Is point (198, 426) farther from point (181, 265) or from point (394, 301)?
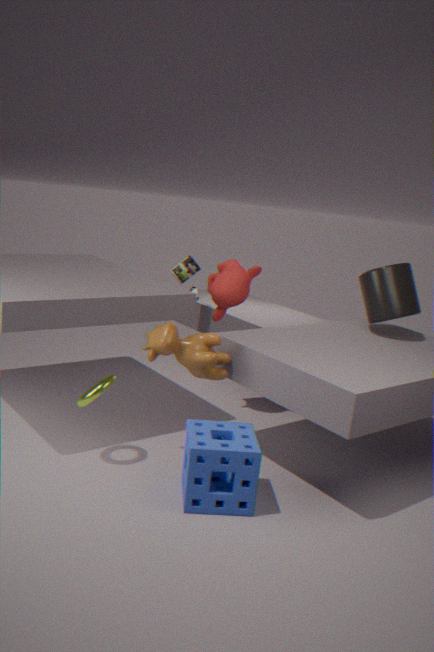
point (181, 265)
